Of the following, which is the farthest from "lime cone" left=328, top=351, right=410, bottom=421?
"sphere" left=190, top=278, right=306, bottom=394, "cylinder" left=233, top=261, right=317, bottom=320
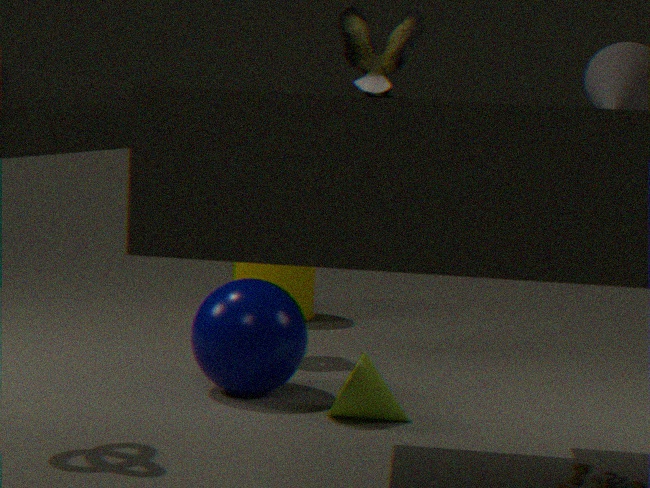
"cylinder" left=233, top=261, right=317, bottom=320
